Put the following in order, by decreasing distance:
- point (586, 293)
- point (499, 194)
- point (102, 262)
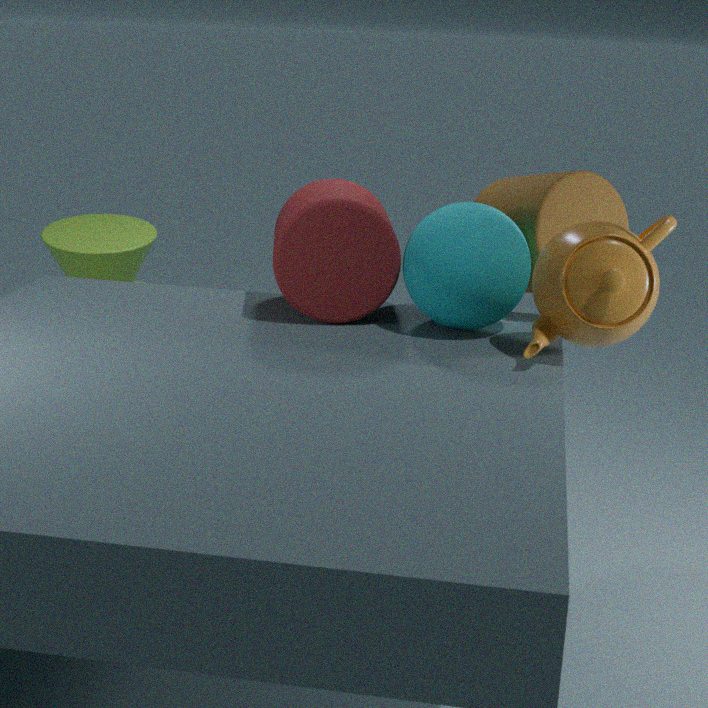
1. point (102, 262)
2. point (499, 194)
3. point (586, 293)
